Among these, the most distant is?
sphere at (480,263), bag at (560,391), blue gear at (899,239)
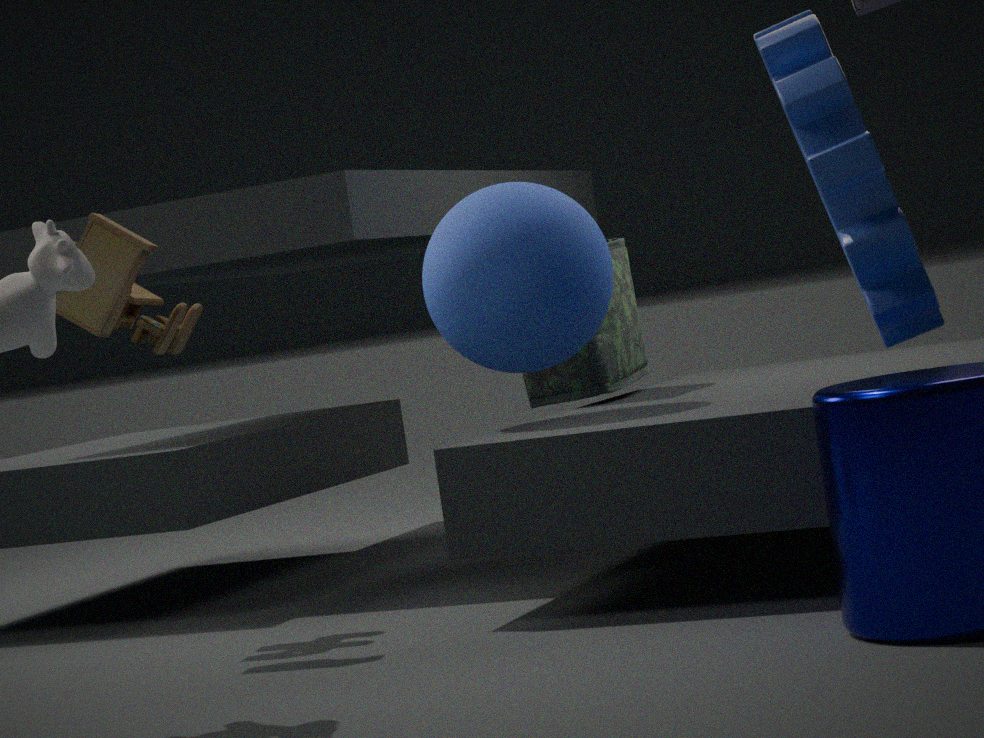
bag at (560,391)
